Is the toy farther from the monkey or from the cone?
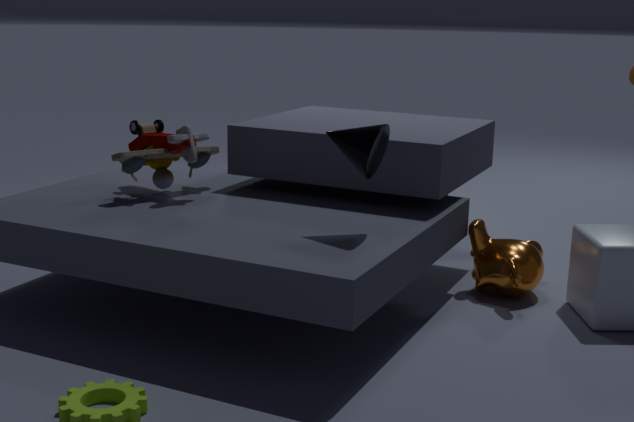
the monkey
